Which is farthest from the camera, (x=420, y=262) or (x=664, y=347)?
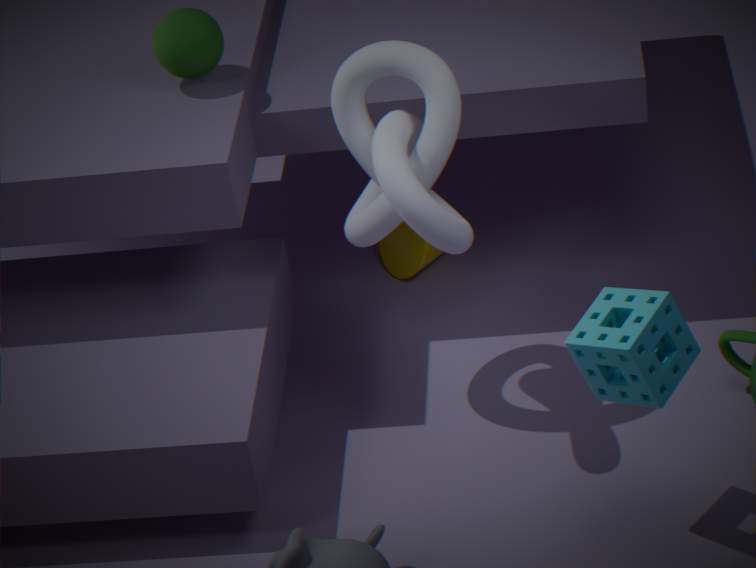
(x=420, y=262)
